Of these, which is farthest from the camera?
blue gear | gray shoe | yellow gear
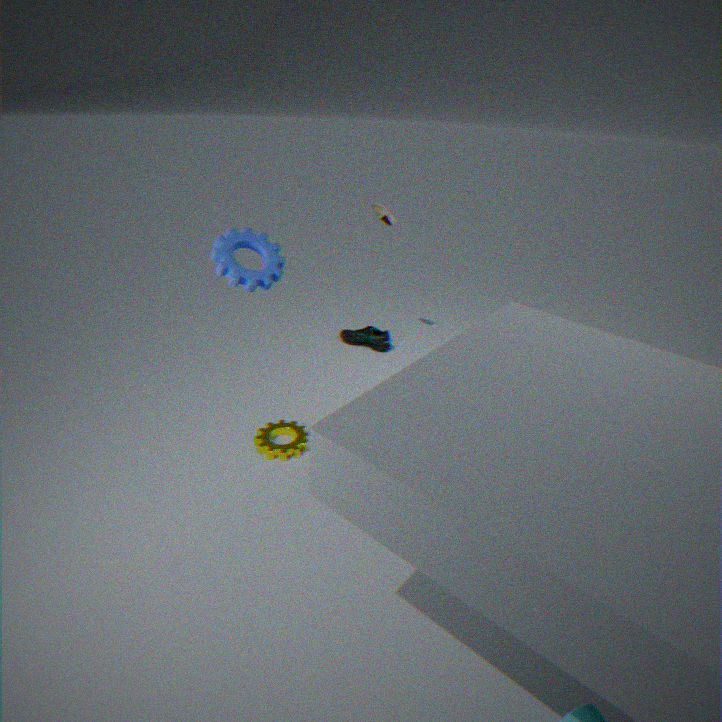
gray shoe
